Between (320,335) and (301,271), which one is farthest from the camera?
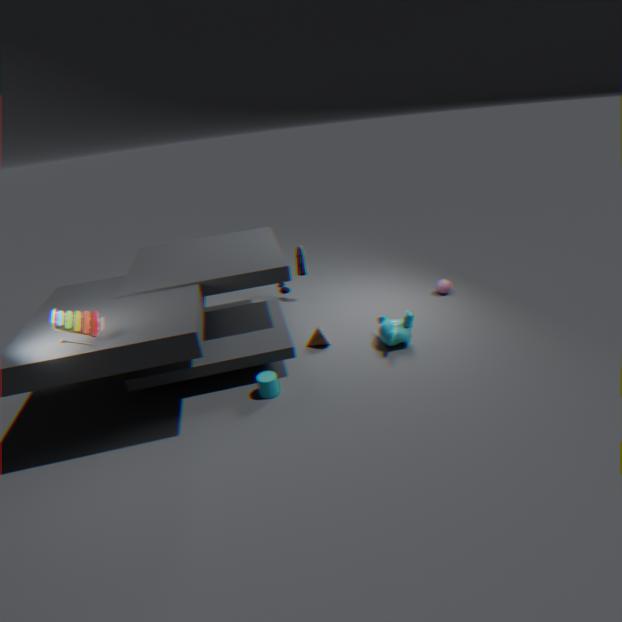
(301,271)
